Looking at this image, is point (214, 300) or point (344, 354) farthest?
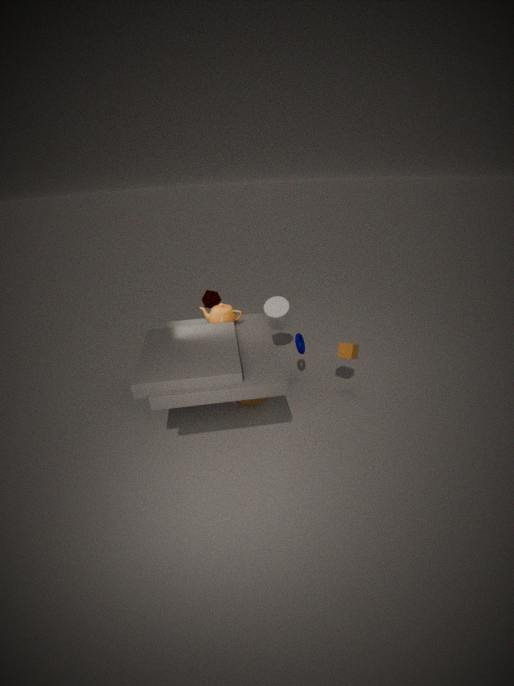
point (214, 300)
